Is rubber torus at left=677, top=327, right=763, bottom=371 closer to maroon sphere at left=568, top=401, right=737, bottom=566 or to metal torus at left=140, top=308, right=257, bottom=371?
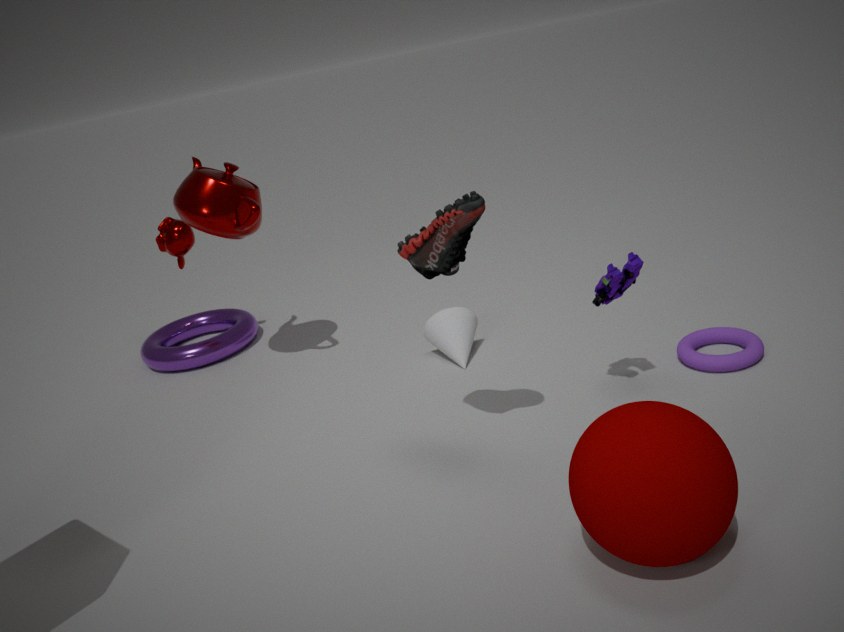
maroon sphere at left=568, top=401, right=737, bottom=566
